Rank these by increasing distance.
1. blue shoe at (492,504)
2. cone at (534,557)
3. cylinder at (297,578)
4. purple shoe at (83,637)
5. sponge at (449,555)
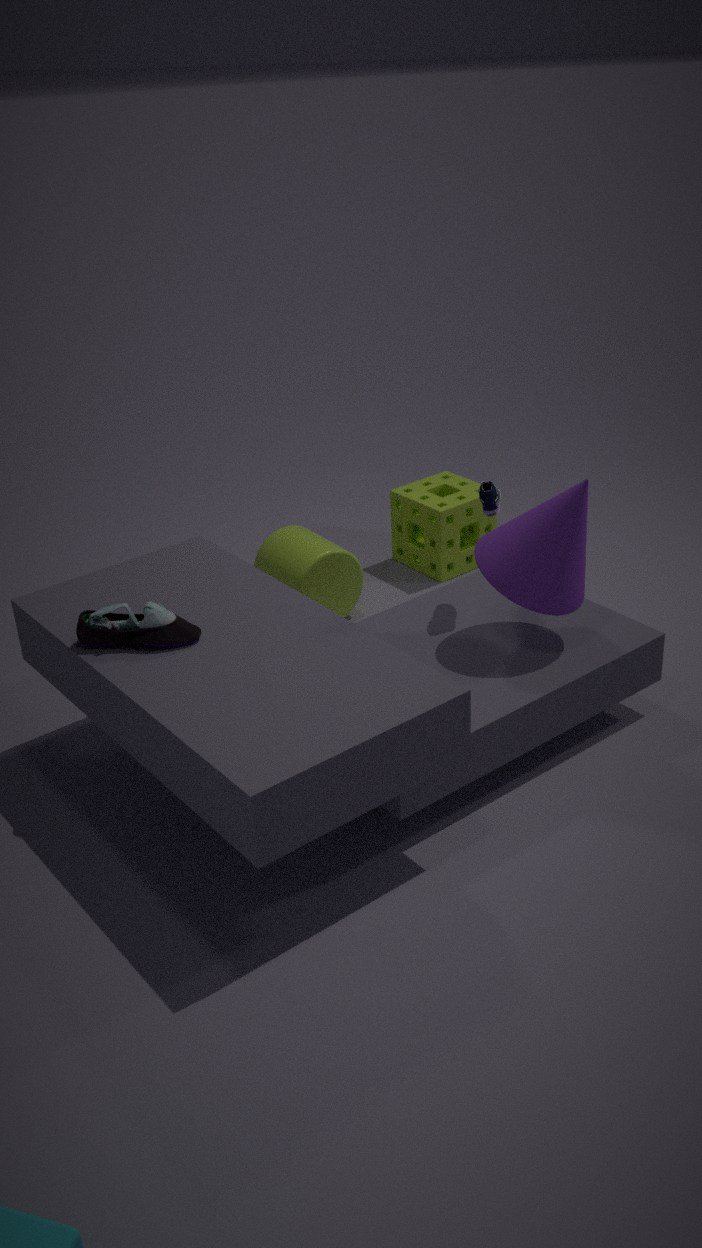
purple shoe at (83,637)
cone at (534,557)
blue shoe at (492,504)
cylinder at (297,578)
sponge at (449,555)
